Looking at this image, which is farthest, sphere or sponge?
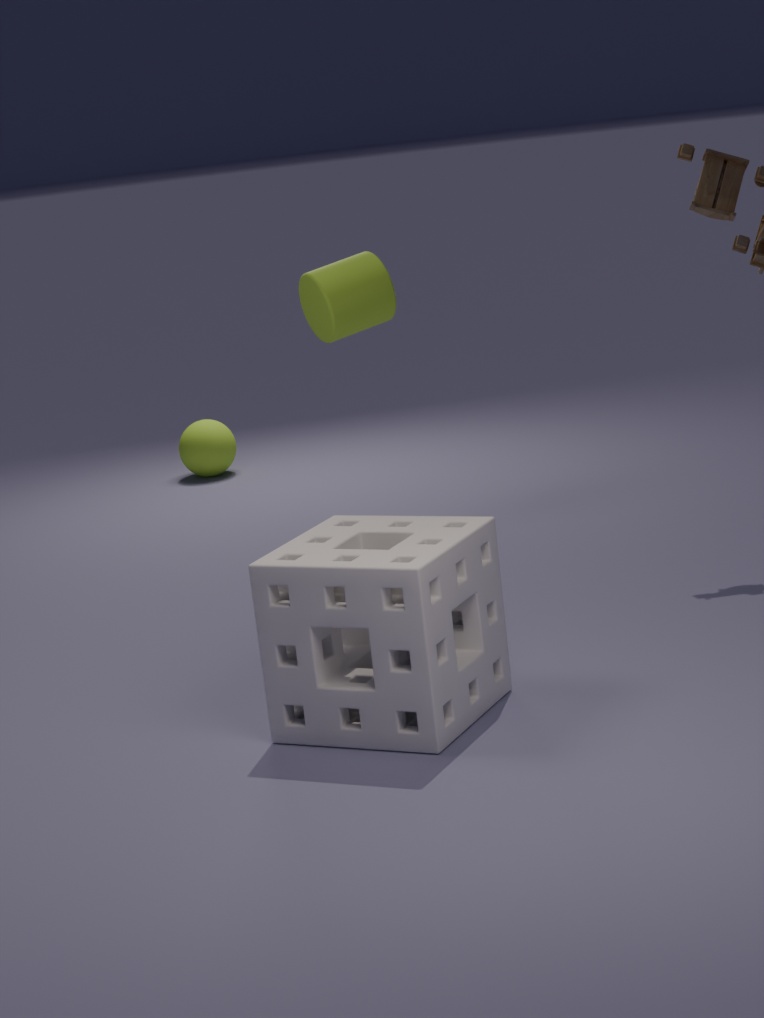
sphere
